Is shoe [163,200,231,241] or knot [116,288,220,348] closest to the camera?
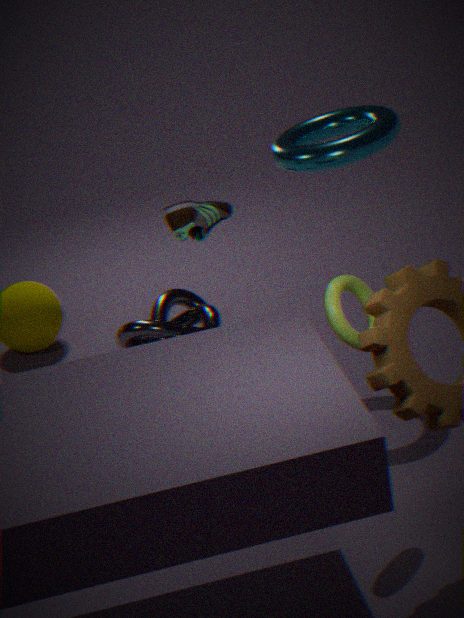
shoe [163,200,231,241]
